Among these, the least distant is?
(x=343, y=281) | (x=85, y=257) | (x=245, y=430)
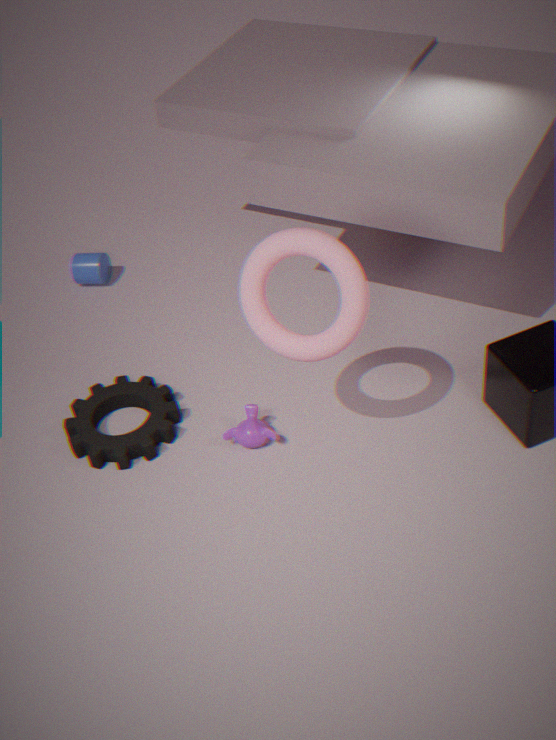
(x=343, y=281)
